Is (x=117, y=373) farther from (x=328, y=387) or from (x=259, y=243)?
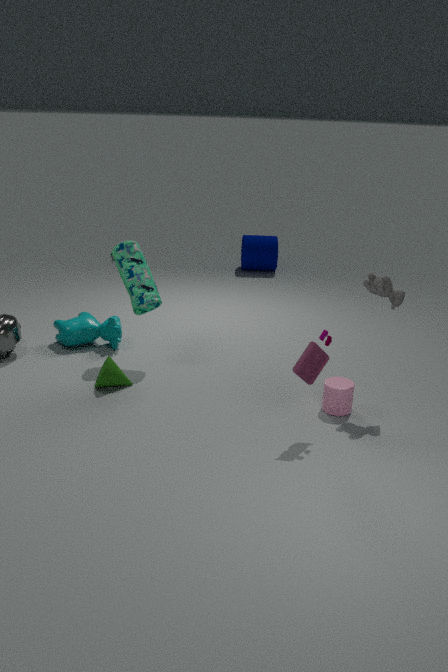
(x=259, y=243)
